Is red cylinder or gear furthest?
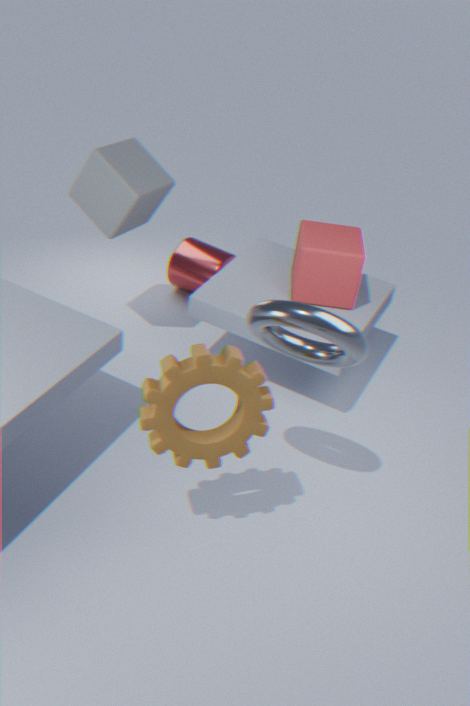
red cylinder
